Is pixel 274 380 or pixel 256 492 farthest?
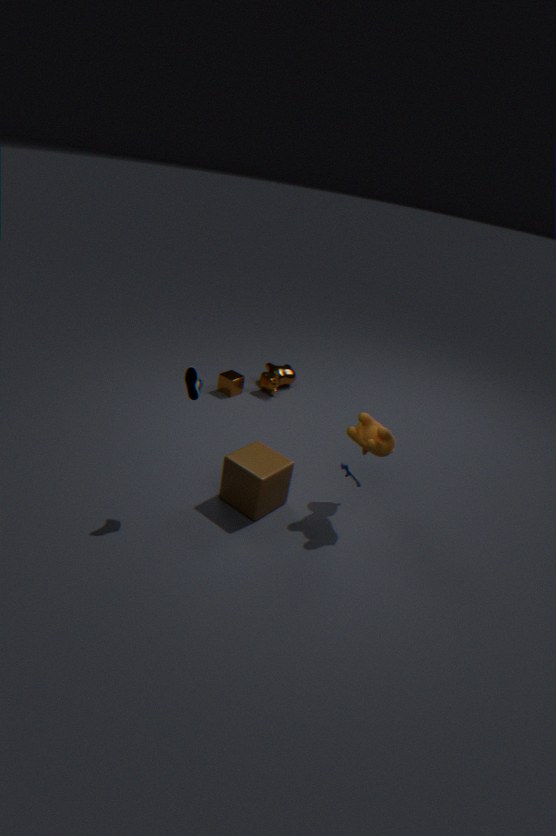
pixel 274 380
